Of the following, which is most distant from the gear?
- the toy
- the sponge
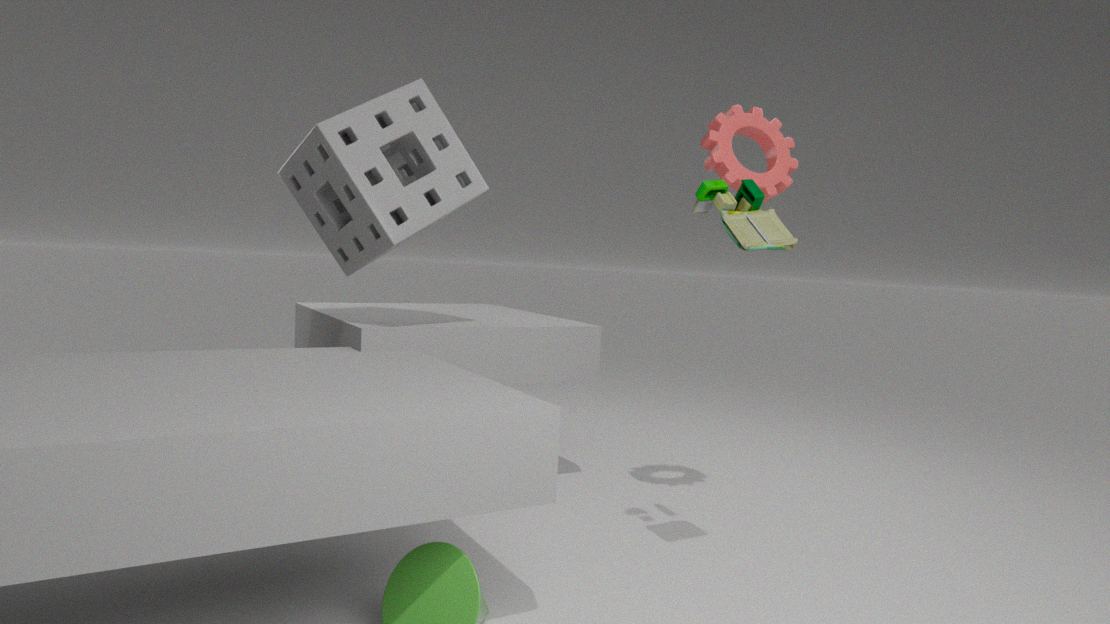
the sponge
